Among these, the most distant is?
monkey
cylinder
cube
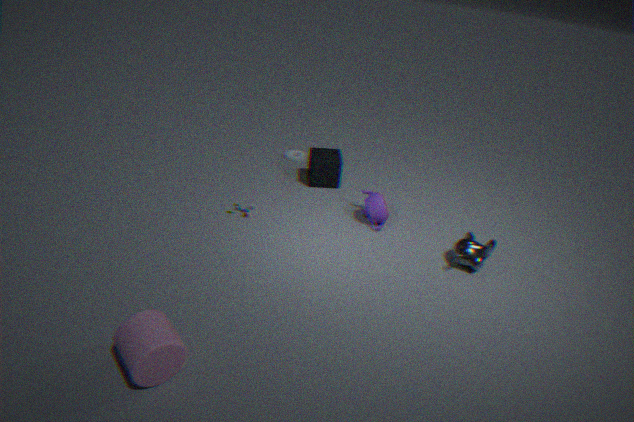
cube
